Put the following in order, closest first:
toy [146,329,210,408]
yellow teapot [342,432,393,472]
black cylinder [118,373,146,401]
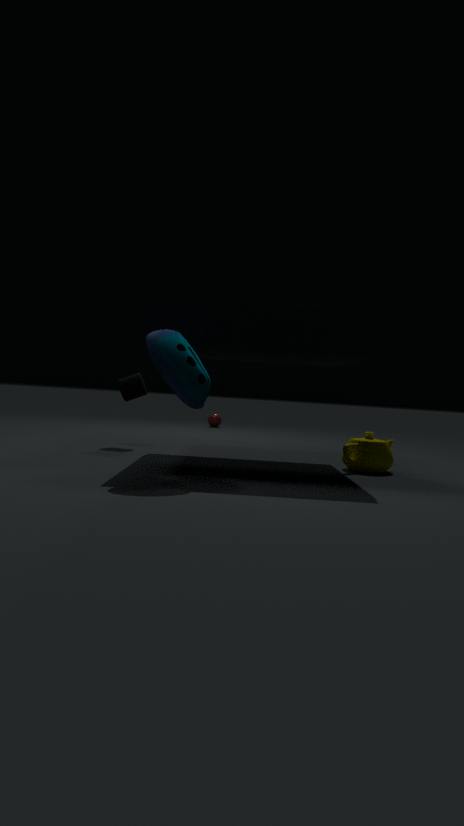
toy [146,329,210,408], yellow teapot [342,432,393,472], black cylinder [118,373,146,401]
